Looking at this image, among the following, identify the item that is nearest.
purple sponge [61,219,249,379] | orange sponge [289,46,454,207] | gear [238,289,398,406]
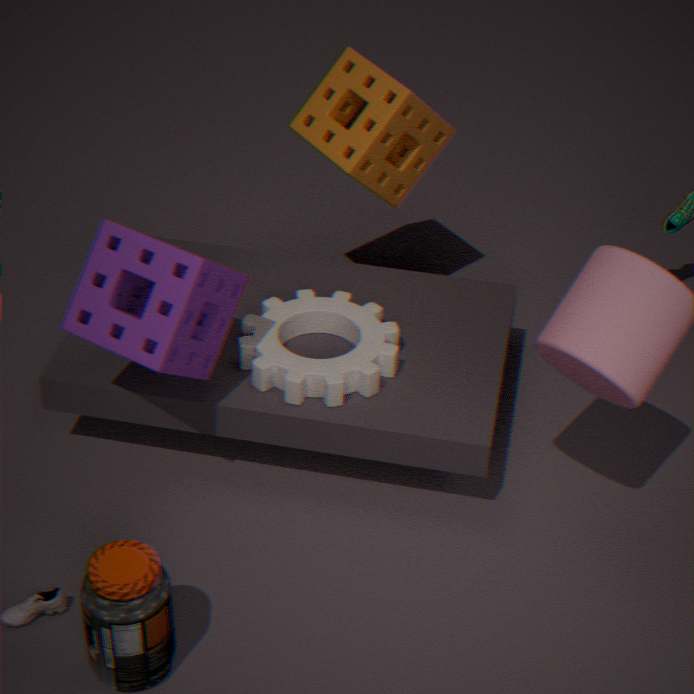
purple sponge [61,219,249,379]
